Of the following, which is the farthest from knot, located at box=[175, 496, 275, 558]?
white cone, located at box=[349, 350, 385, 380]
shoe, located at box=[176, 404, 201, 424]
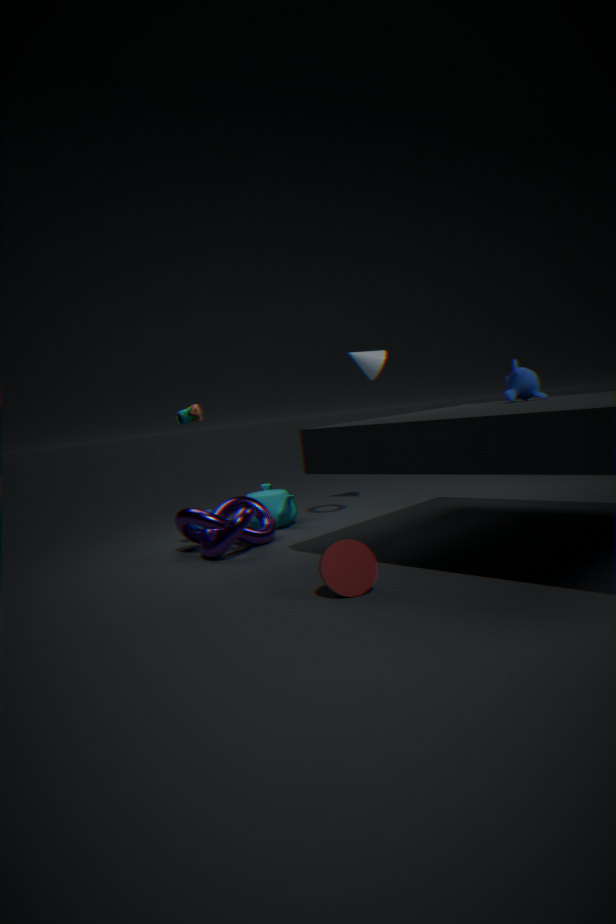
white cone, located at box=[349, 350, 385, 380]
